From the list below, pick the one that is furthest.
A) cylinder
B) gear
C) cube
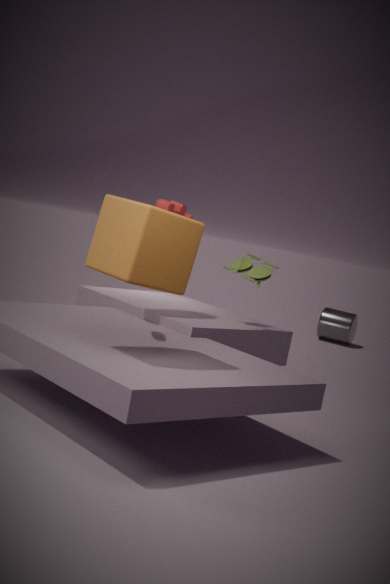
cylinder
